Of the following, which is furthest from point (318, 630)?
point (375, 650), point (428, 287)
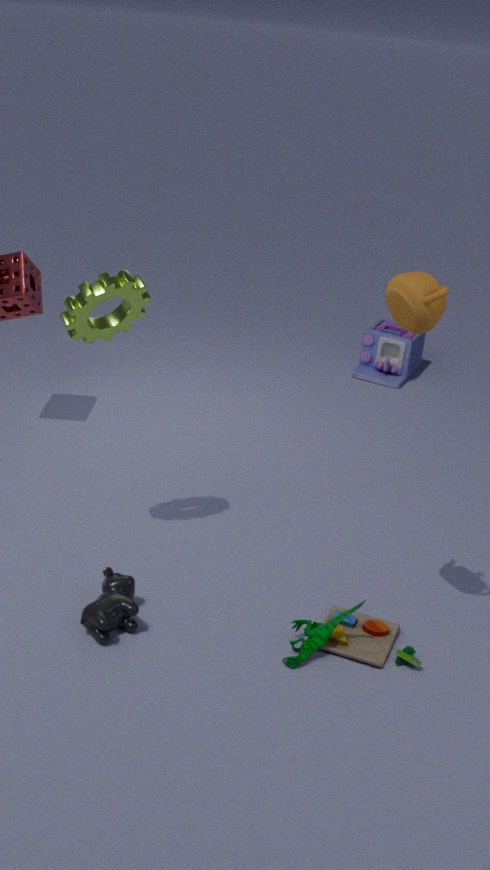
point (428, 287)
